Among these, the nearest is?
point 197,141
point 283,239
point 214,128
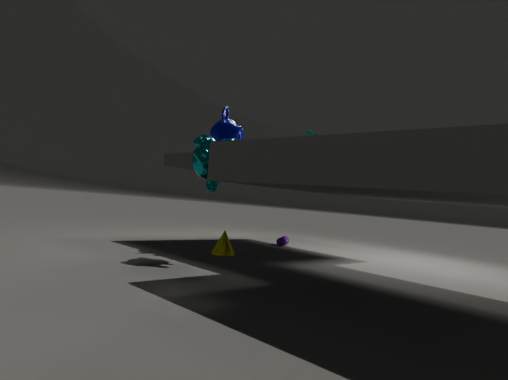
point 197,141
